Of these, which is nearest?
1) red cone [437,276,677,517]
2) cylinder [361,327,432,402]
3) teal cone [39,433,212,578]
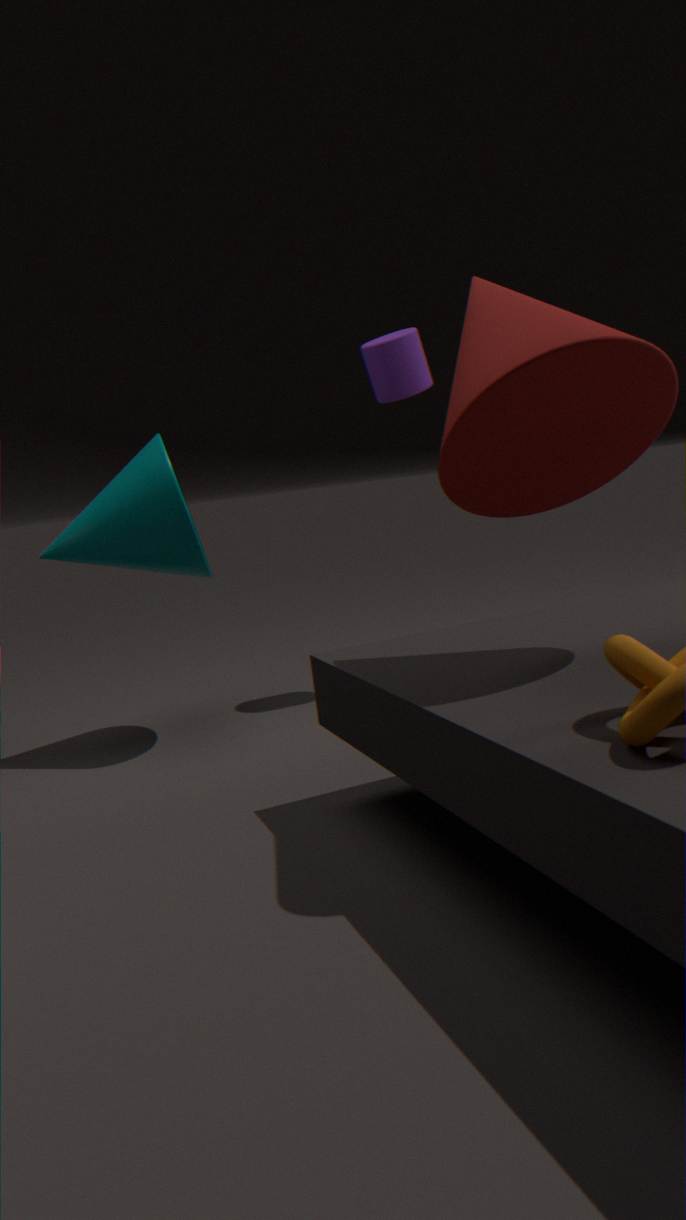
1. red cone [437,276,677,517]
